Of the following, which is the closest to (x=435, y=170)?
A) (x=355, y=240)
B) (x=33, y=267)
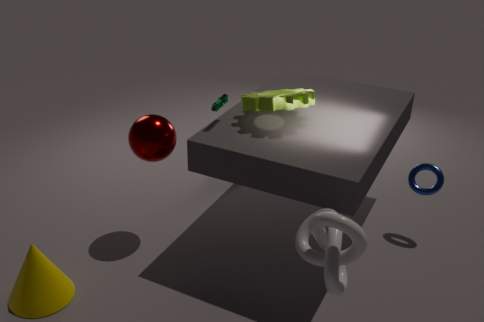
(x=355, y=240)
